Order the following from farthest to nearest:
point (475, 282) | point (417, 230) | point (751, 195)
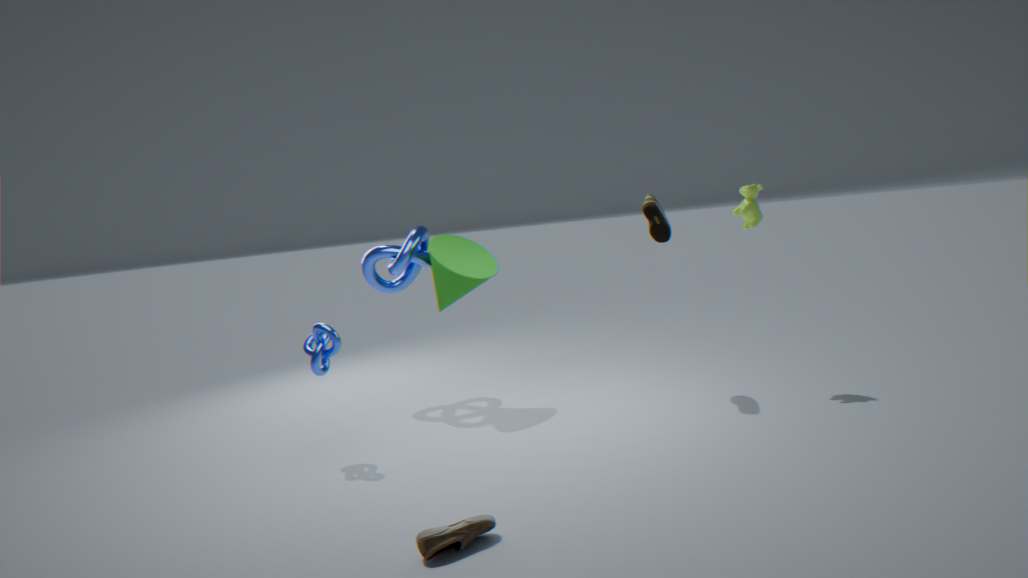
1. point (417, 230)
2. point (475, 282)
3. point (751, 195)
